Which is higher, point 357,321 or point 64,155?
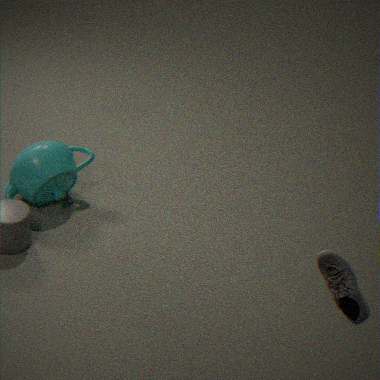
point 357,321
